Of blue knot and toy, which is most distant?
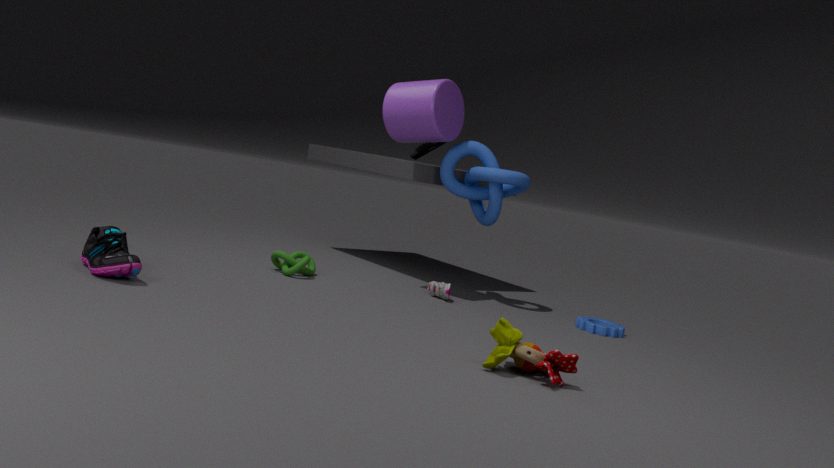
blue knot
